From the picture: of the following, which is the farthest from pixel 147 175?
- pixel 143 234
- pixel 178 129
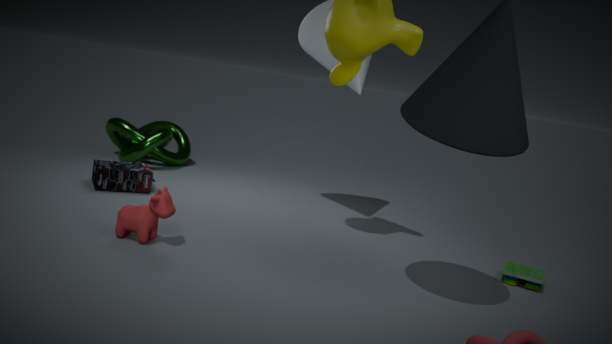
pixel 143 234
